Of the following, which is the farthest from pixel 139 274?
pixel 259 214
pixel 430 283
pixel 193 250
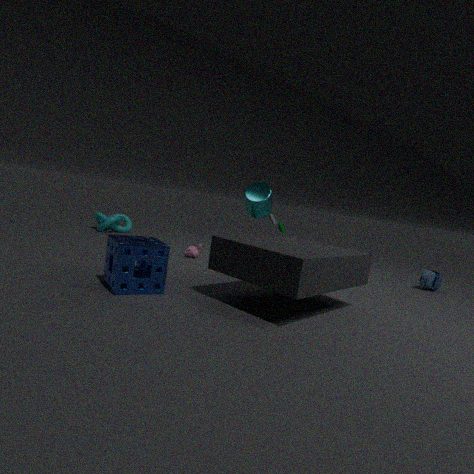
pixel 430 283
